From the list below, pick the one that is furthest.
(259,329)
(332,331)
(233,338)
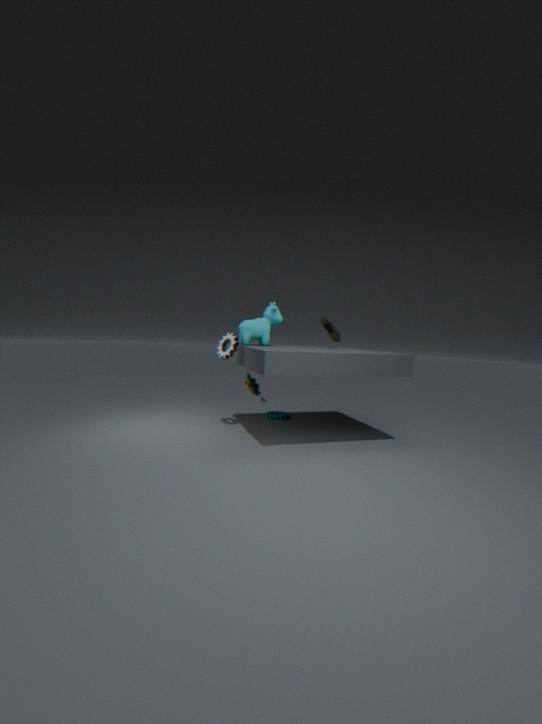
(332,331)
